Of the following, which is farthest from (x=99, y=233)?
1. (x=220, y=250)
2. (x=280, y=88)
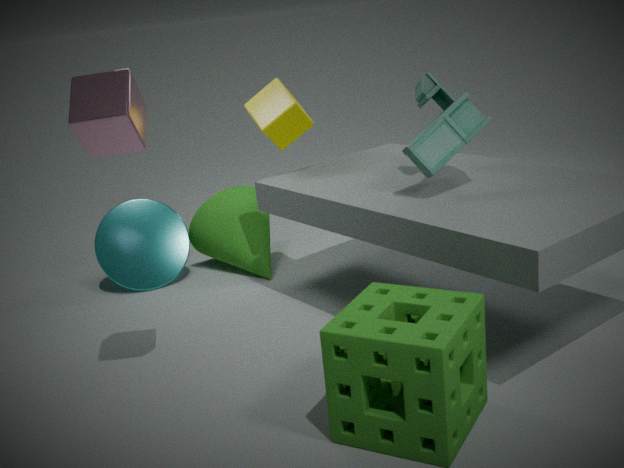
(x=280, y=88)
